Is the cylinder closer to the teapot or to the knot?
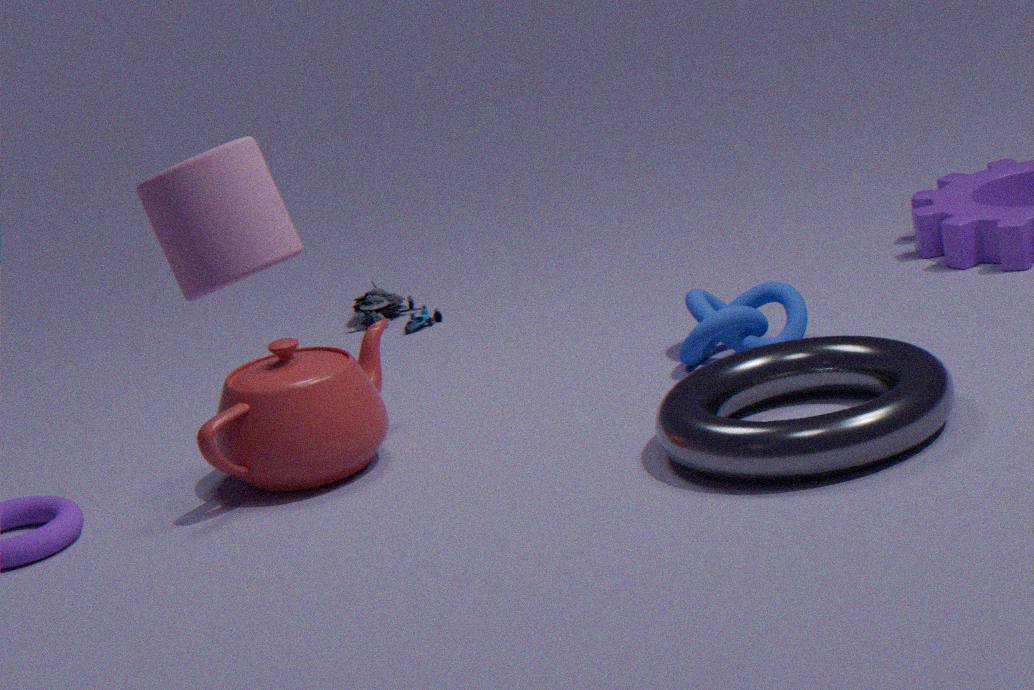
the teapot
